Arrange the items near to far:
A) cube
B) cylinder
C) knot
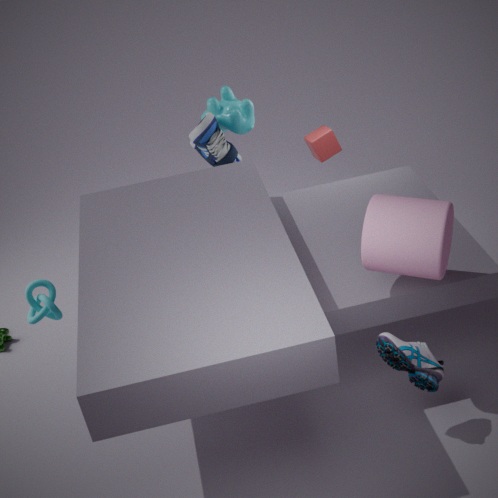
cylinder < knot < cube
